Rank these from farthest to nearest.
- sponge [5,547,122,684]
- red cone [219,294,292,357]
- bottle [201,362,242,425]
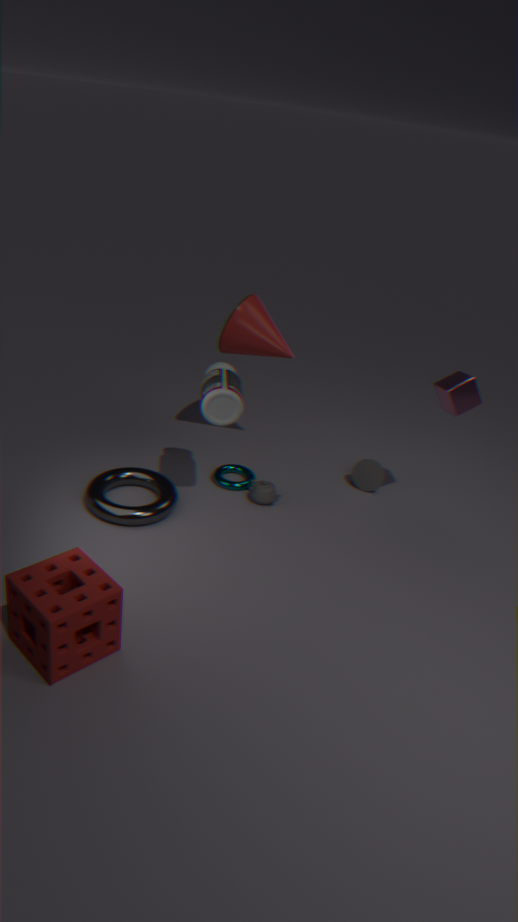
red cone [219,294,292,357] < bottle [201,362,242,425] < sponge [5,547,122,684]
